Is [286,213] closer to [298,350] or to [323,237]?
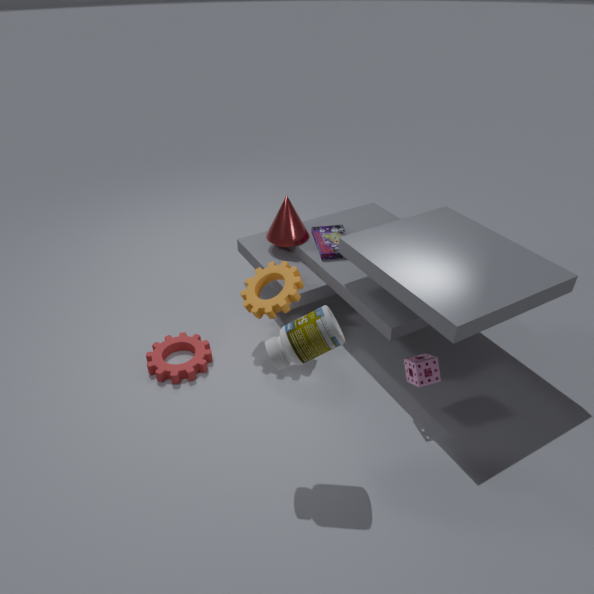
[323,237]
